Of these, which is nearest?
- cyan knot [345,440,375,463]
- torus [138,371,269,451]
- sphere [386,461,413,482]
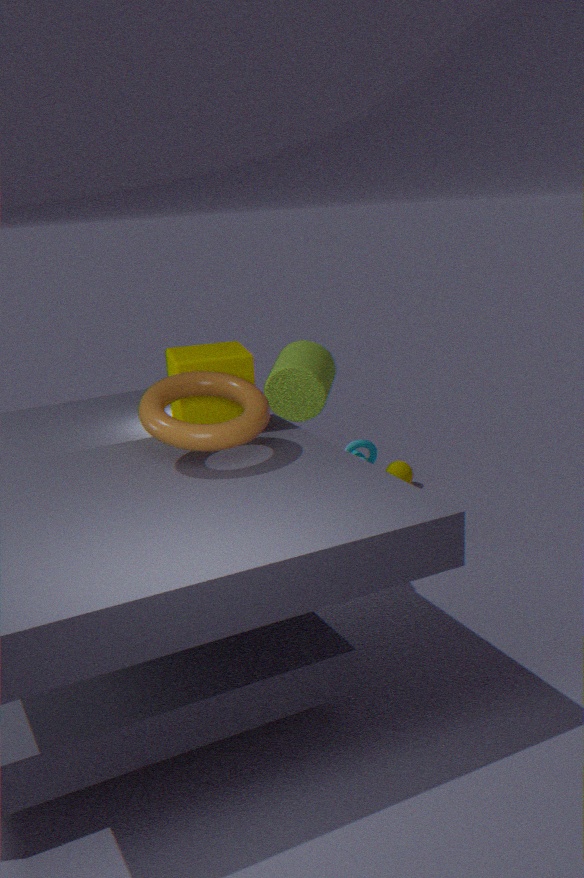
torus [138,371,269,451]
